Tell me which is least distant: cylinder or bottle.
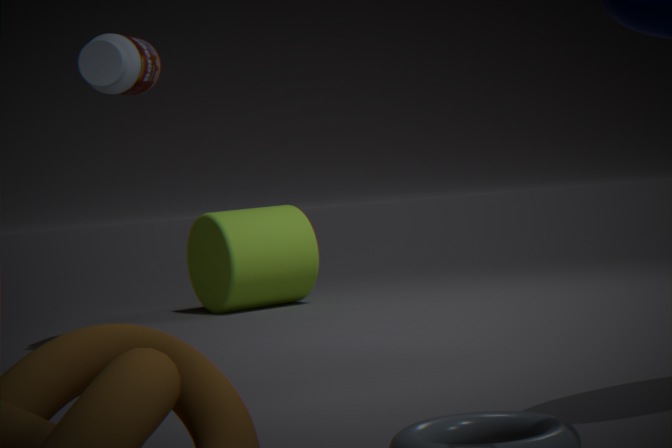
bottle
